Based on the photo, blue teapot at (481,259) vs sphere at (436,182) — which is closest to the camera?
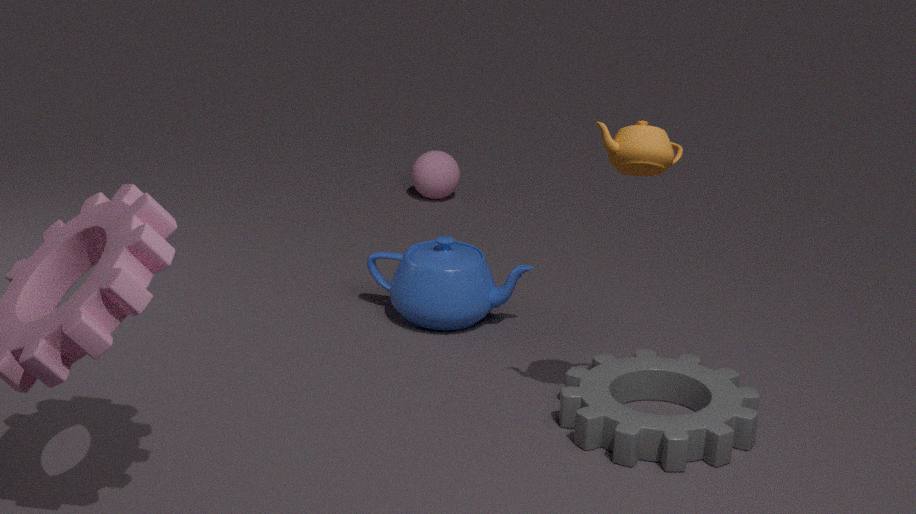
blue teapot at (481,259)
